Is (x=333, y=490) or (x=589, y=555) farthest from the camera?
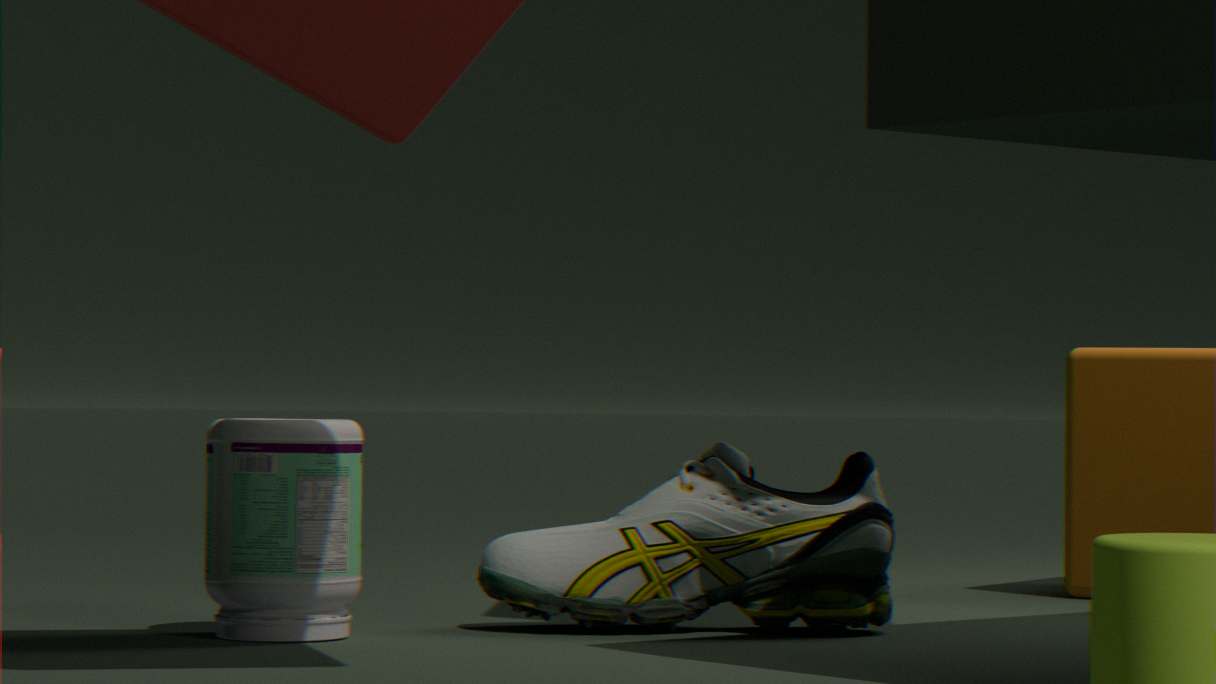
(x=589, y=555)
